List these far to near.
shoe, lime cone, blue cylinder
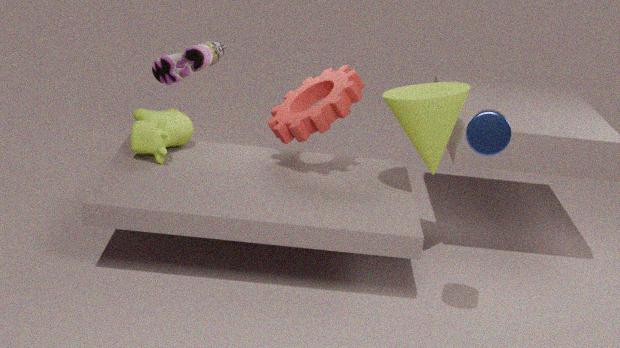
shoe → lime cone → blue cylinder
